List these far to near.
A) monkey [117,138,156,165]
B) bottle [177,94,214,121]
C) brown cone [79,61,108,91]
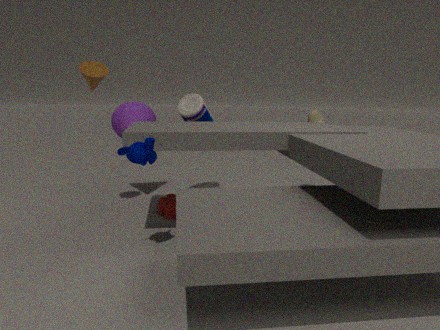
bottle [177,94,214,121] < brown cone [79,61,108,91] < monkey [117,138,156,165]
